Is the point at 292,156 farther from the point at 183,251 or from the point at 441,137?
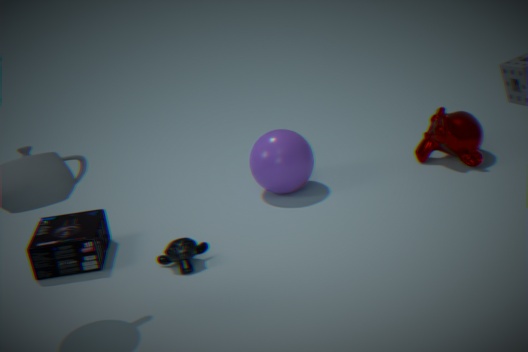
the point at 441,137
